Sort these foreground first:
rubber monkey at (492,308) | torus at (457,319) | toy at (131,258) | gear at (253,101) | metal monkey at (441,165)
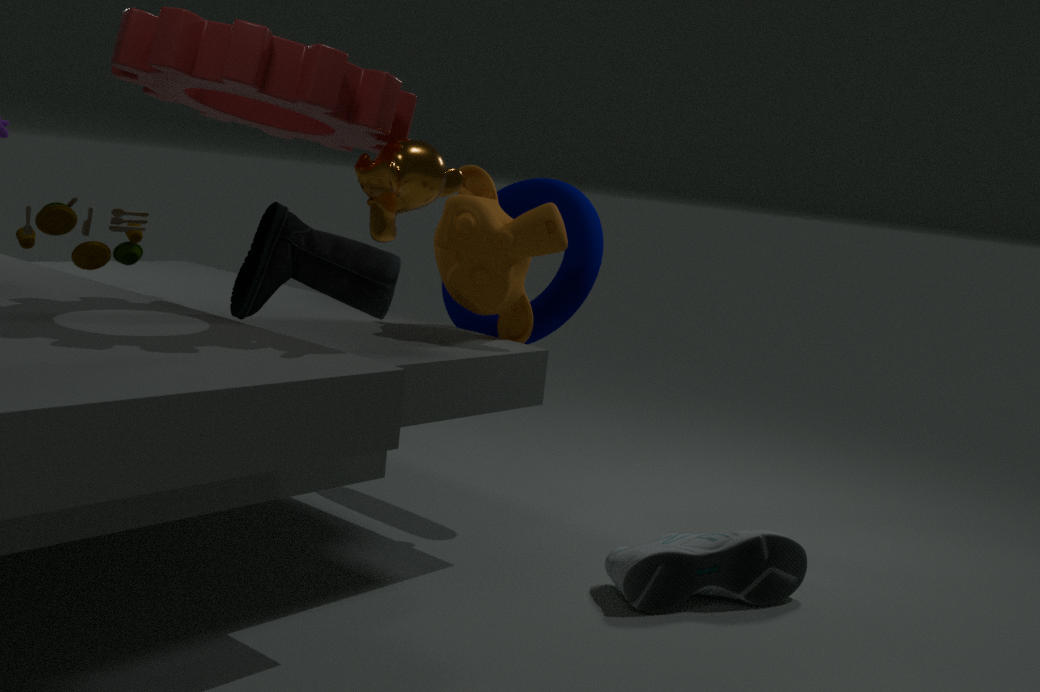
gear at (253,101)
metal monkey at (441,165)
rubber monkey at (492,308)
toy at (131,258)
torus at (457,319)
